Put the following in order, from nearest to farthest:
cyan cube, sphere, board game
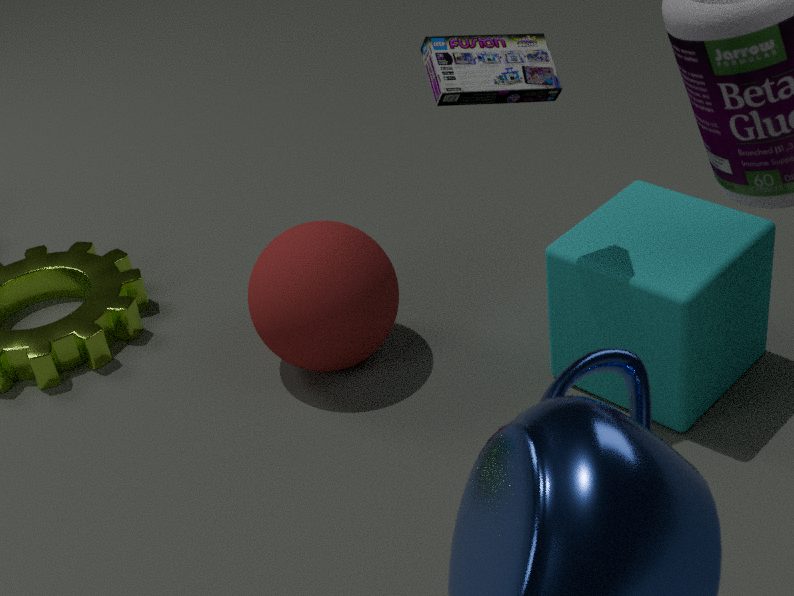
1. board game
2. cyan cube
3. sphere
